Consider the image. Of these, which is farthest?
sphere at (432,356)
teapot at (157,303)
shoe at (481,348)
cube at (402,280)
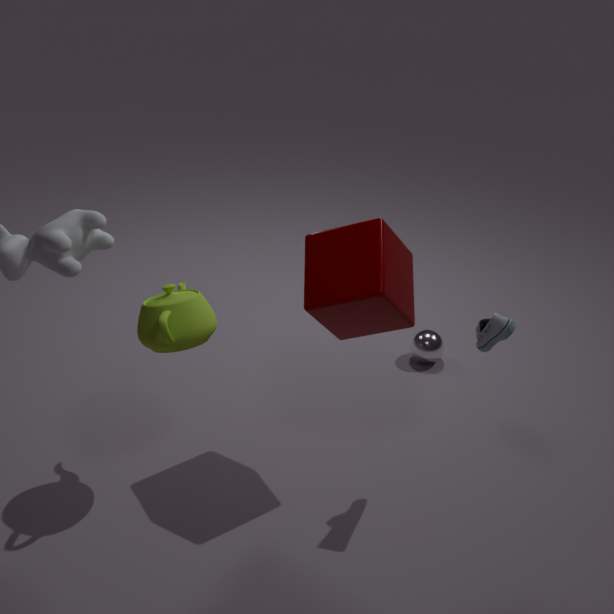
sphere at (432,356)
